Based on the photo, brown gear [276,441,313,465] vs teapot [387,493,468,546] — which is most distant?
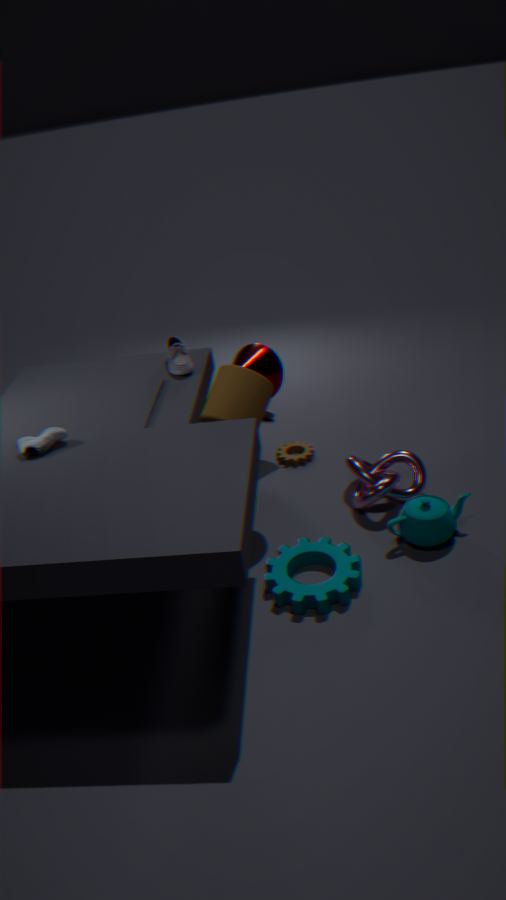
brown gear [276,441,313,465]
